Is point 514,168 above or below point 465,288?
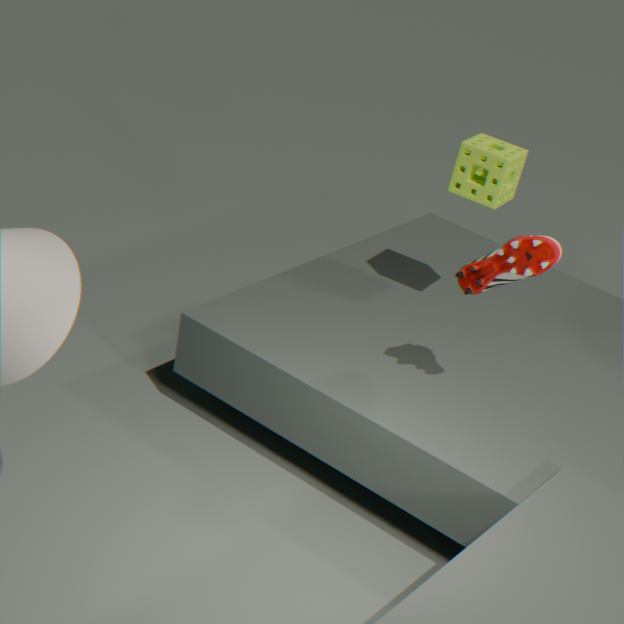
above
